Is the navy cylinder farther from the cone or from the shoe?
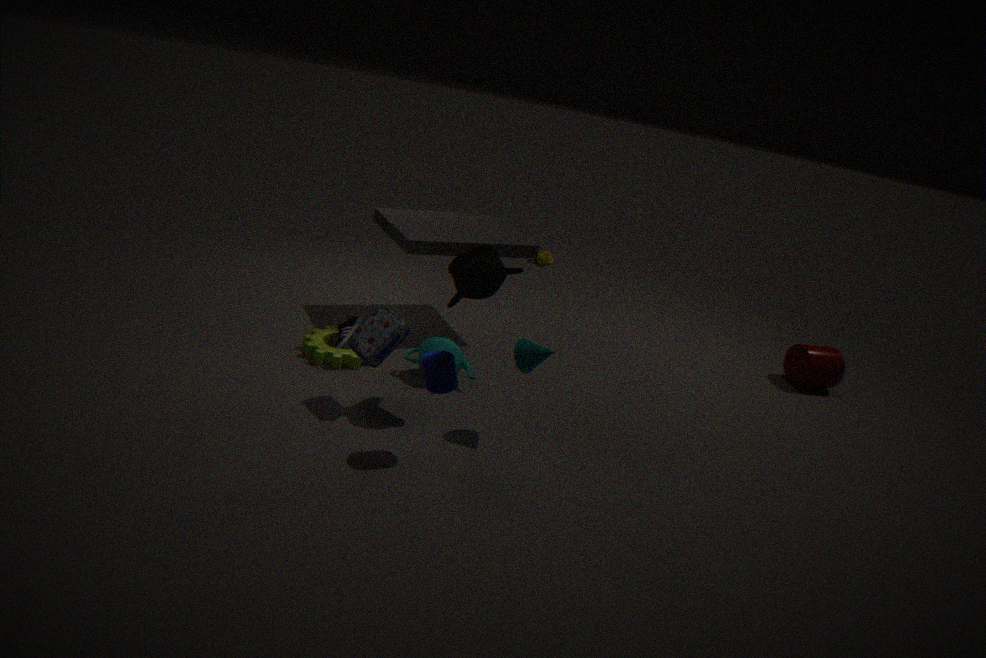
the shoe
